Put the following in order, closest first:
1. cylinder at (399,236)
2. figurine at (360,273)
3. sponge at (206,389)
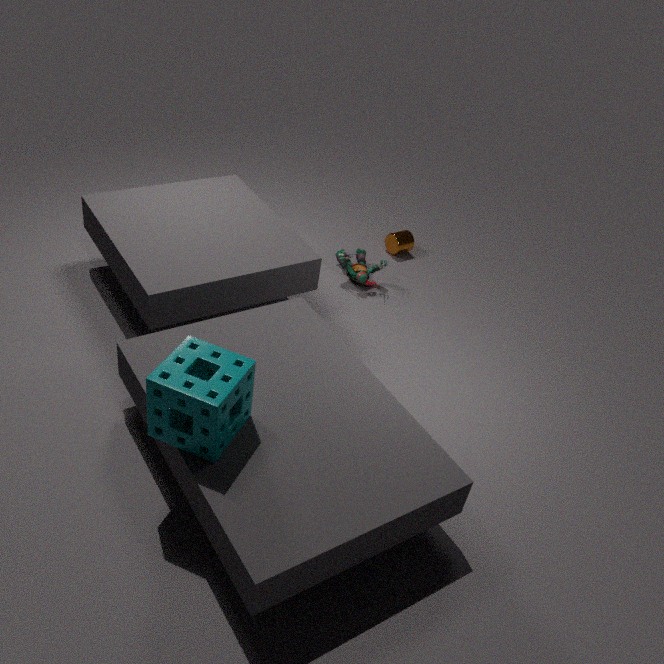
1. sponge at (206,389)
2. figurine at (360,273)
3. cylinder at (399,236)
